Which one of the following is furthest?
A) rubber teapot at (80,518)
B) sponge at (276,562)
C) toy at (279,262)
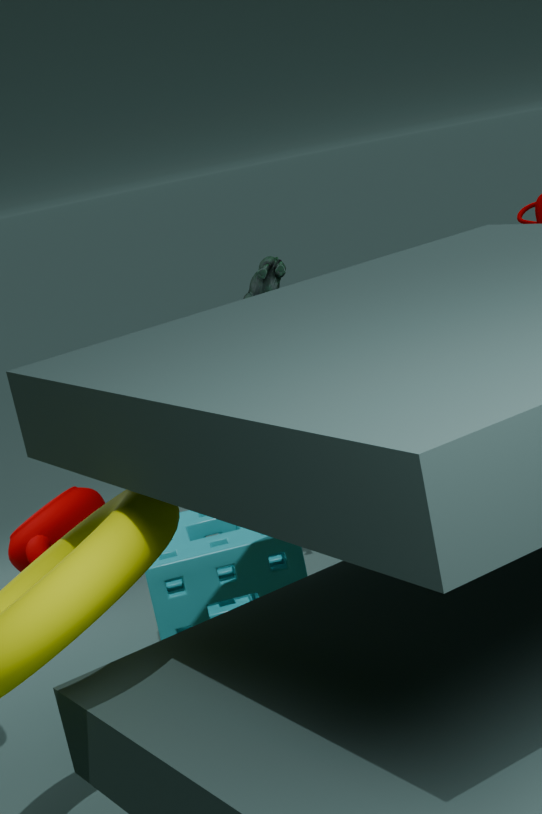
rubber teapot at (80,518)
